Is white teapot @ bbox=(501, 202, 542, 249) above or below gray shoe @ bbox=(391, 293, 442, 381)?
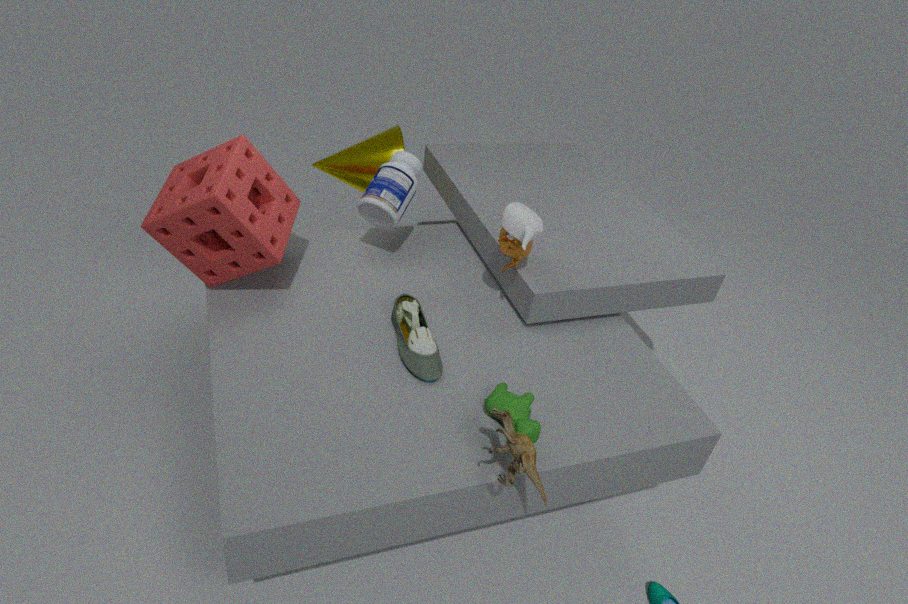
above
